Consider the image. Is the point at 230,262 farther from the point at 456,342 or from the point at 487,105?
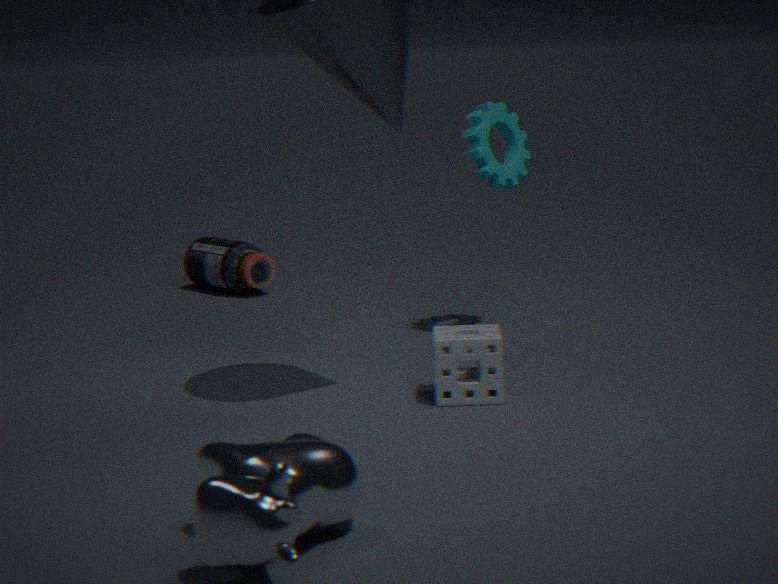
the point at 456,342
